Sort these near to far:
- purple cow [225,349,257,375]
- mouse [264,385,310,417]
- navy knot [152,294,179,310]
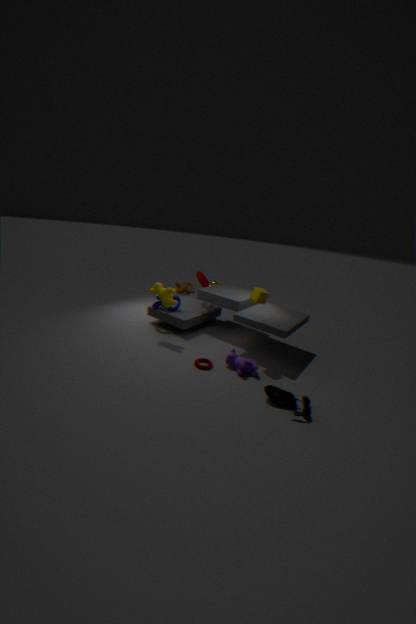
mouse [264,385,310,417]
purple cow [225,349,257,375]
navy knot [152,294,179,310]
